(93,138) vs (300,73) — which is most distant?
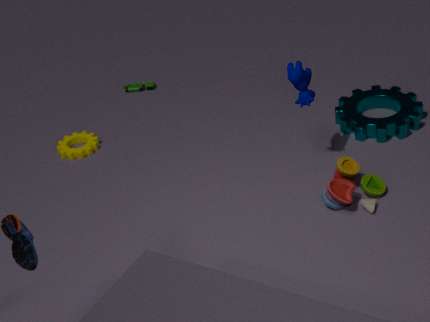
(93,138)
